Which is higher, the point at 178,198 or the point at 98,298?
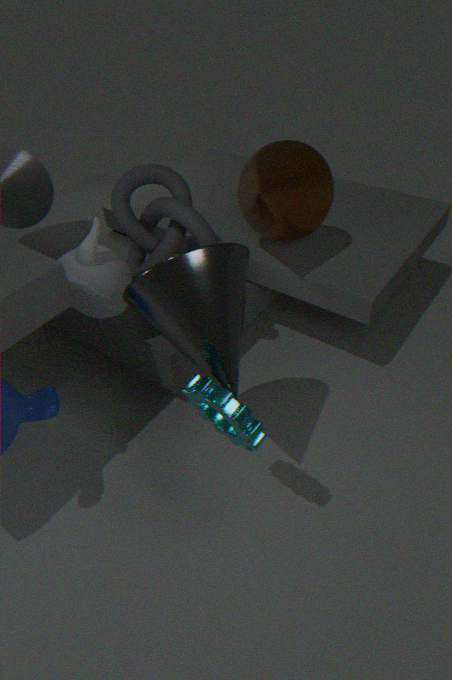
the point at 178,198
